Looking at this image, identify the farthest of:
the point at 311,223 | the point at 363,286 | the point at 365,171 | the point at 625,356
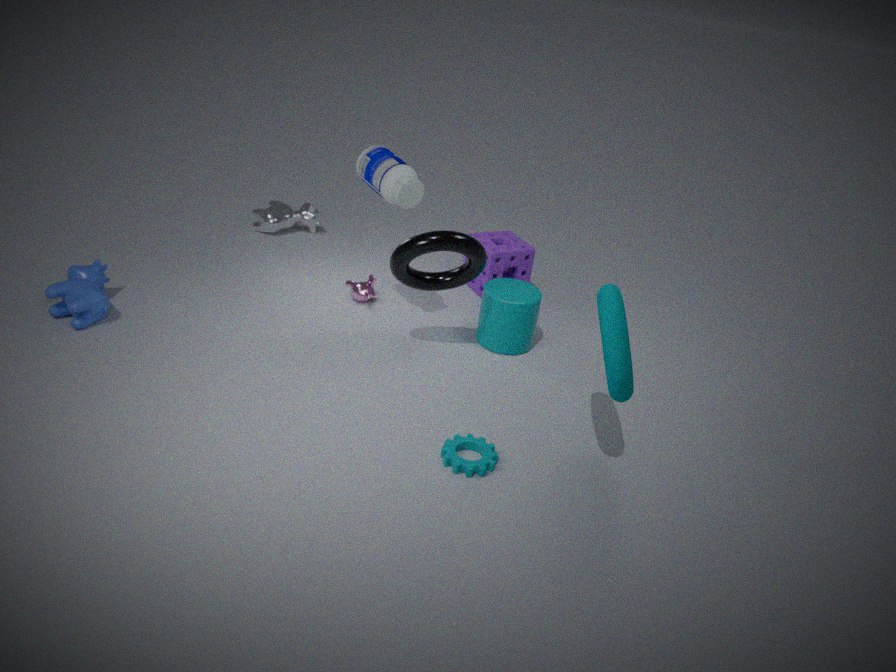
the point at 311,223
